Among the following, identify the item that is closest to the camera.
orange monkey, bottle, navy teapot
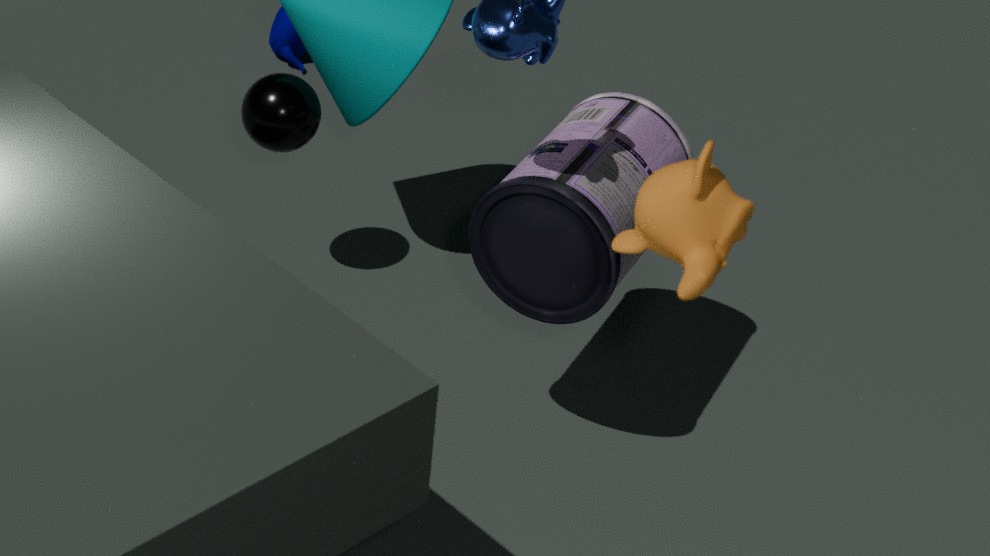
orange monkey
